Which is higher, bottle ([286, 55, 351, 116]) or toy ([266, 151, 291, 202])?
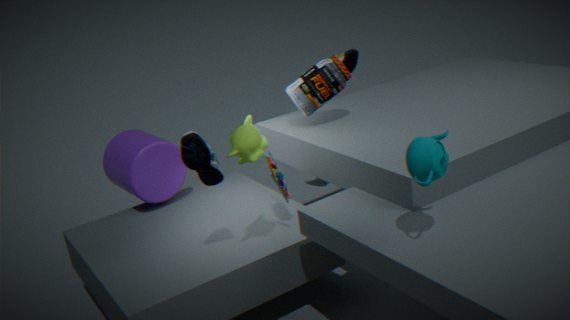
bottle ([286, 55, 351, 116])
